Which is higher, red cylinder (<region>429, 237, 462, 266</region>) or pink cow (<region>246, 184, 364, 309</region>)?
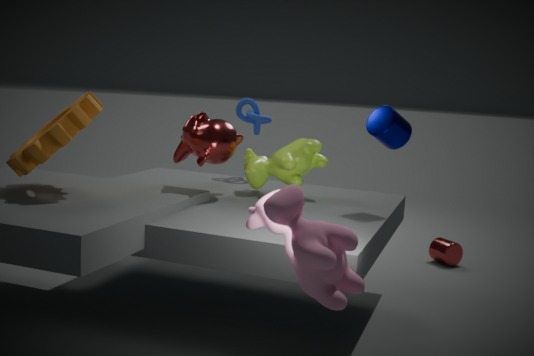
pink cow (<region>246, 184, 364, 309</region>)
